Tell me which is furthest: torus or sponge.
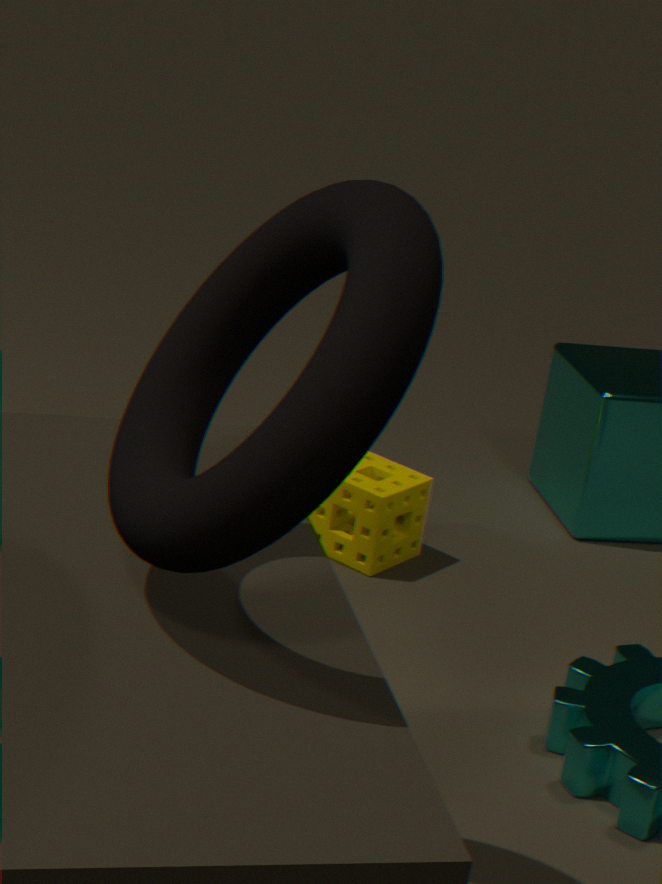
sponge
